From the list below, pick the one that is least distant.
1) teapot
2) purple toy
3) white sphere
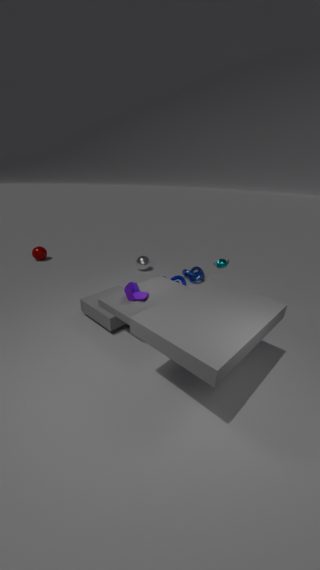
1. teapot
